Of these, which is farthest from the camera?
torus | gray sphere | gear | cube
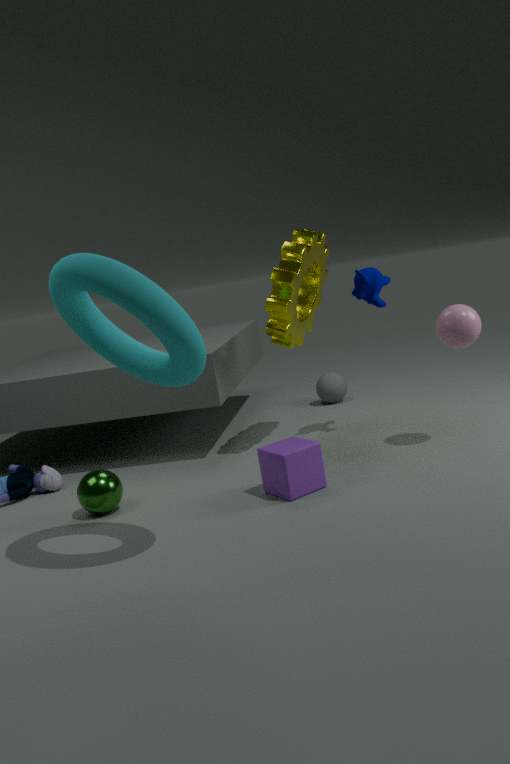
gray sphere
